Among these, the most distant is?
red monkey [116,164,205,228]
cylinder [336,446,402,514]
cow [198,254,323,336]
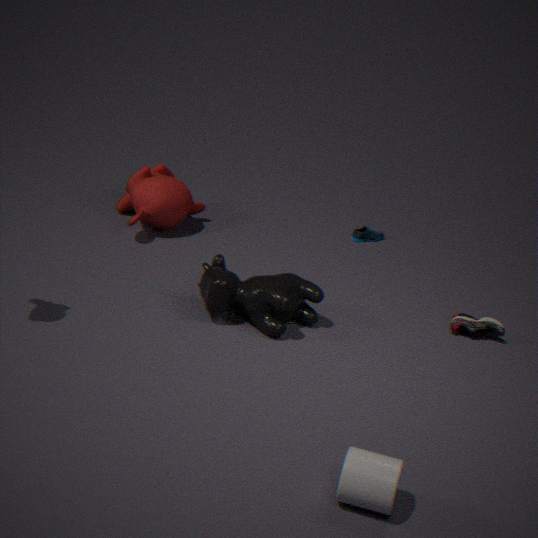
red monkey [116,164,205,228]
